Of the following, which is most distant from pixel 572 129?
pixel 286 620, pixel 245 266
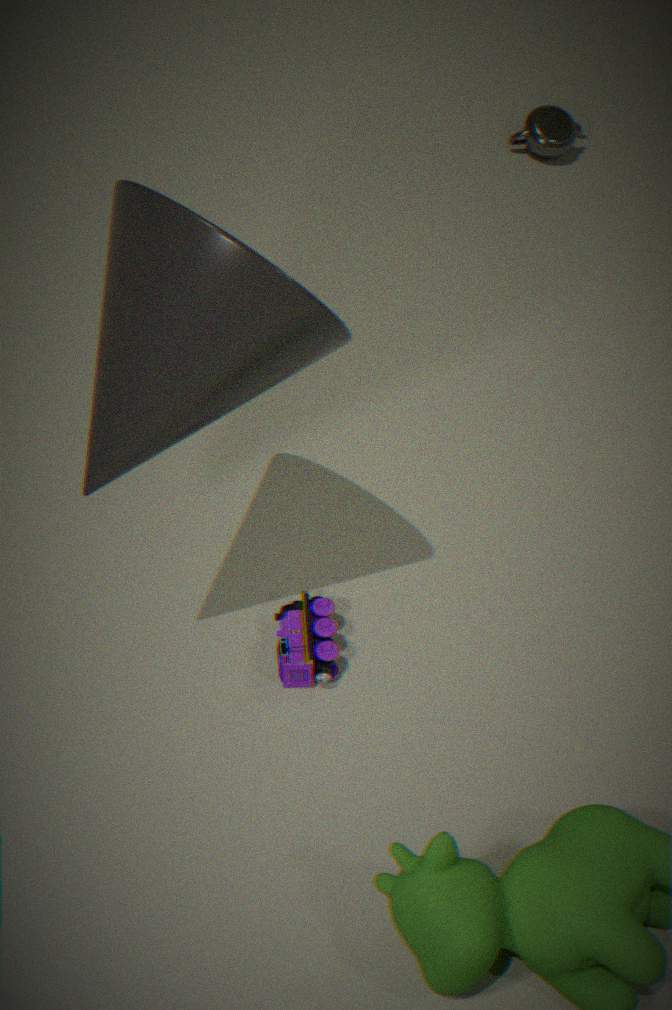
pixel 245 266
